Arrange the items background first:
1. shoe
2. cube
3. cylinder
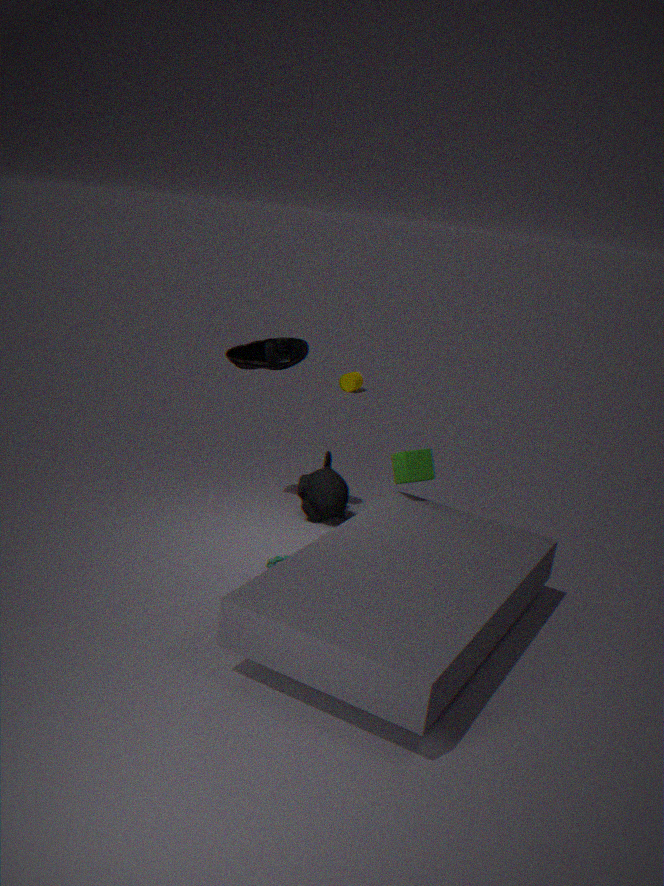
cylinder → shoe → cube
